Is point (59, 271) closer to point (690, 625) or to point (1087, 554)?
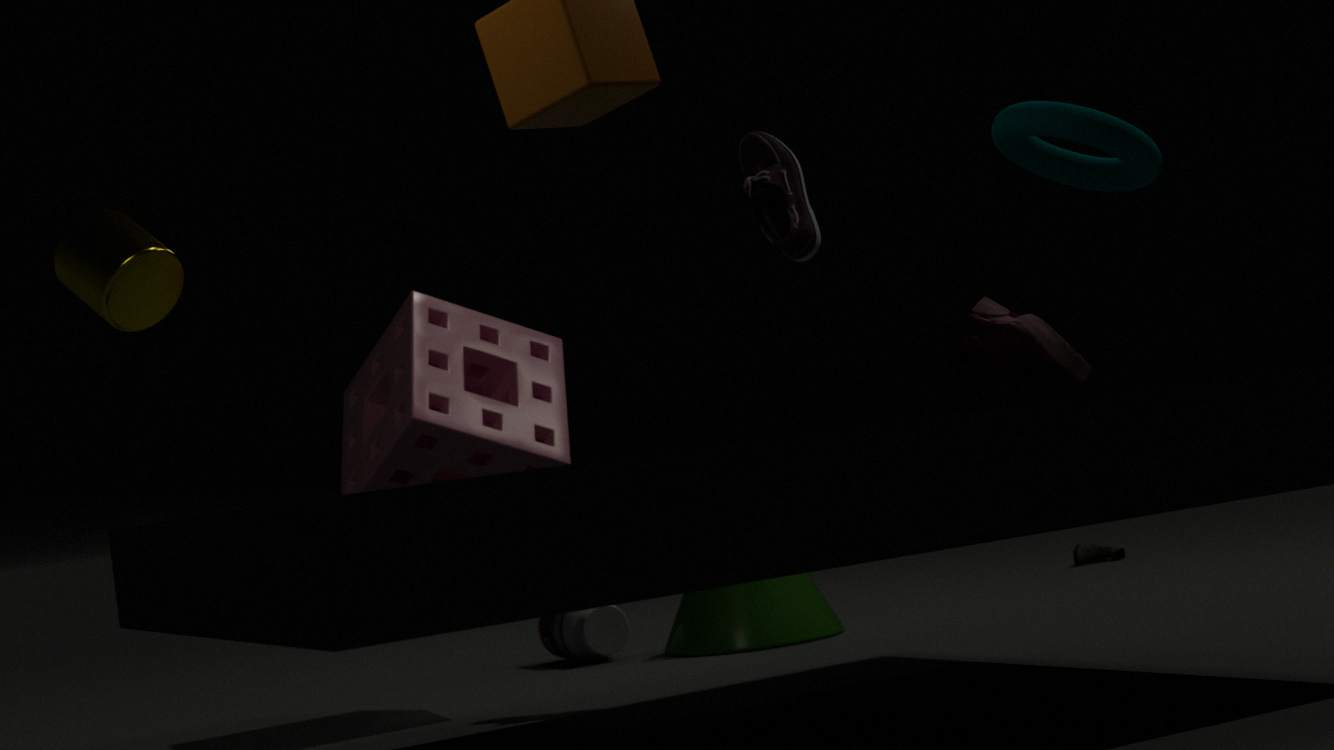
point (690, 625)
